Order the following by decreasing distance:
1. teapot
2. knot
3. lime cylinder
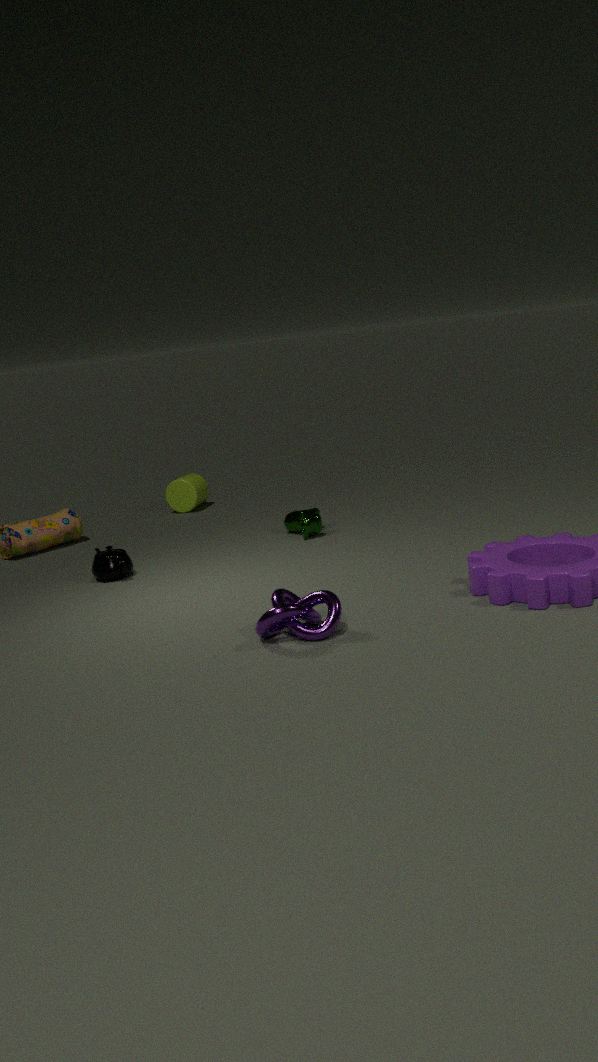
lime cylinder → teapot → knot
